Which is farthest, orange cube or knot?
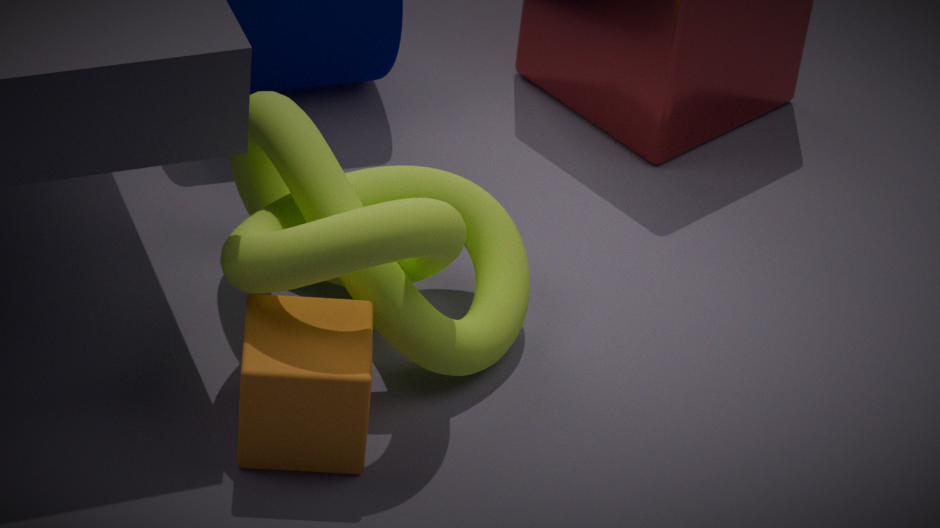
orange cube
